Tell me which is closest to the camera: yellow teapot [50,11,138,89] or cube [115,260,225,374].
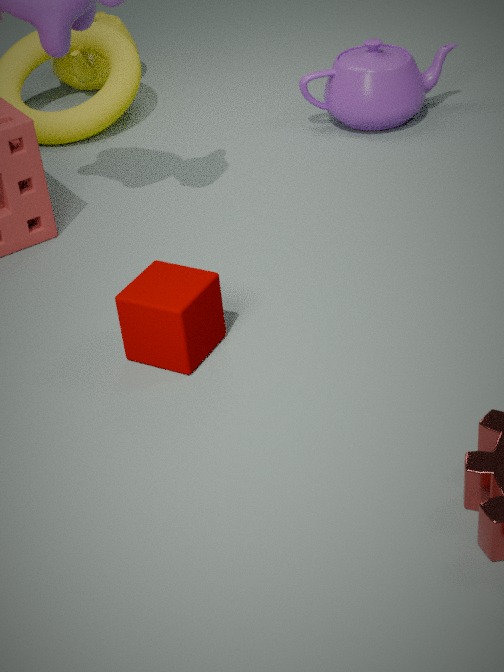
cube [115,260,225,374]
